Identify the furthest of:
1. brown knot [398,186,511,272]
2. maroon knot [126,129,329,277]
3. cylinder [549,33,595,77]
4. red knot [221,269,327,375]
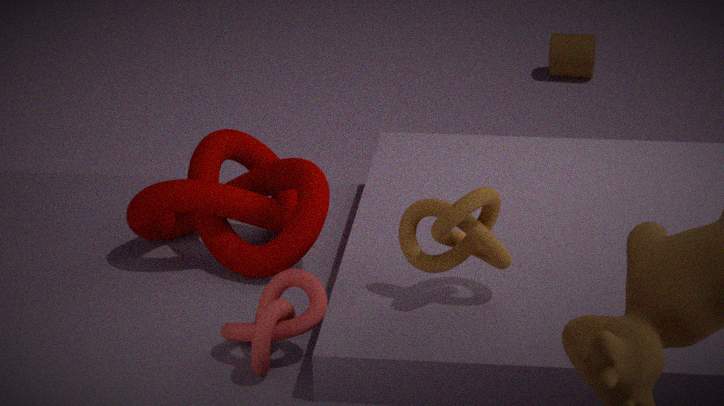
cylinder [549,33,595,77]
